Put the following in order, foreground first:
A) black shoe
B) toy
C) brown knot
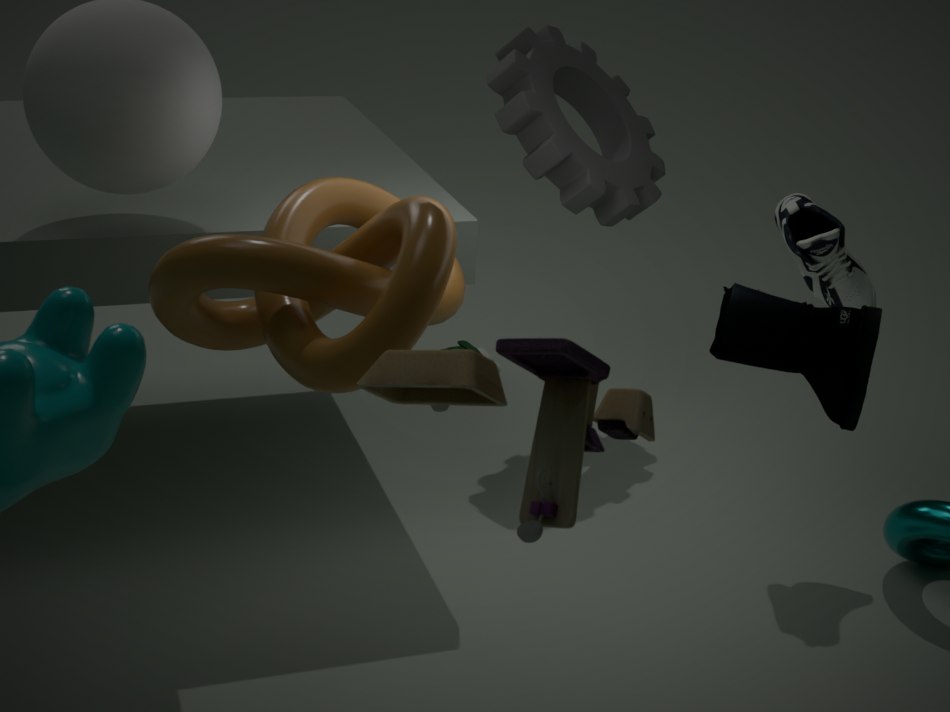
toy < brown knot < black shoe
